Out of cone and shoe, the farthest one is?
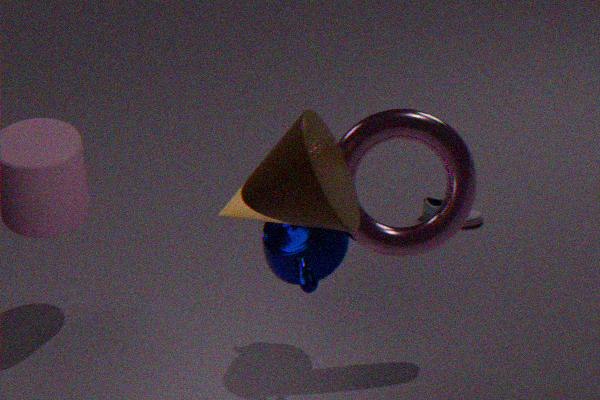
shoe
